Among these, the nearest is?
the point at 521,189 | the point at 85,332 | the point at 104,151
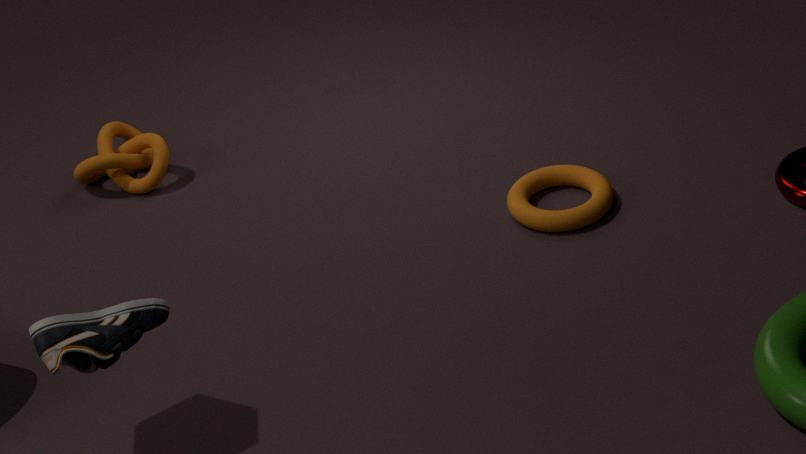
the point at 85,332
